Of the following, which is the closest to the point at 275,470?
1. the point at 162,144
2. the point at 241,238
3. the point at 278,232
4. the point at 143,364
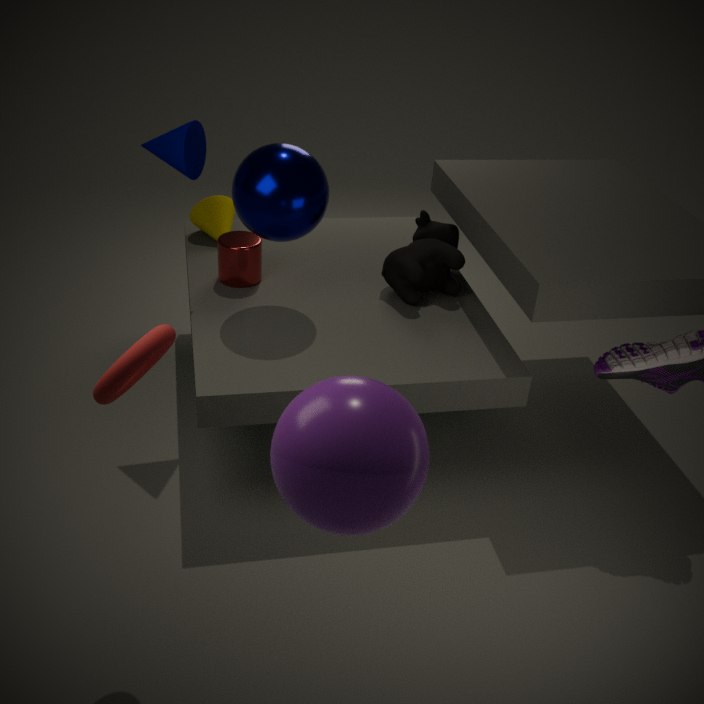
the point at 143,364
